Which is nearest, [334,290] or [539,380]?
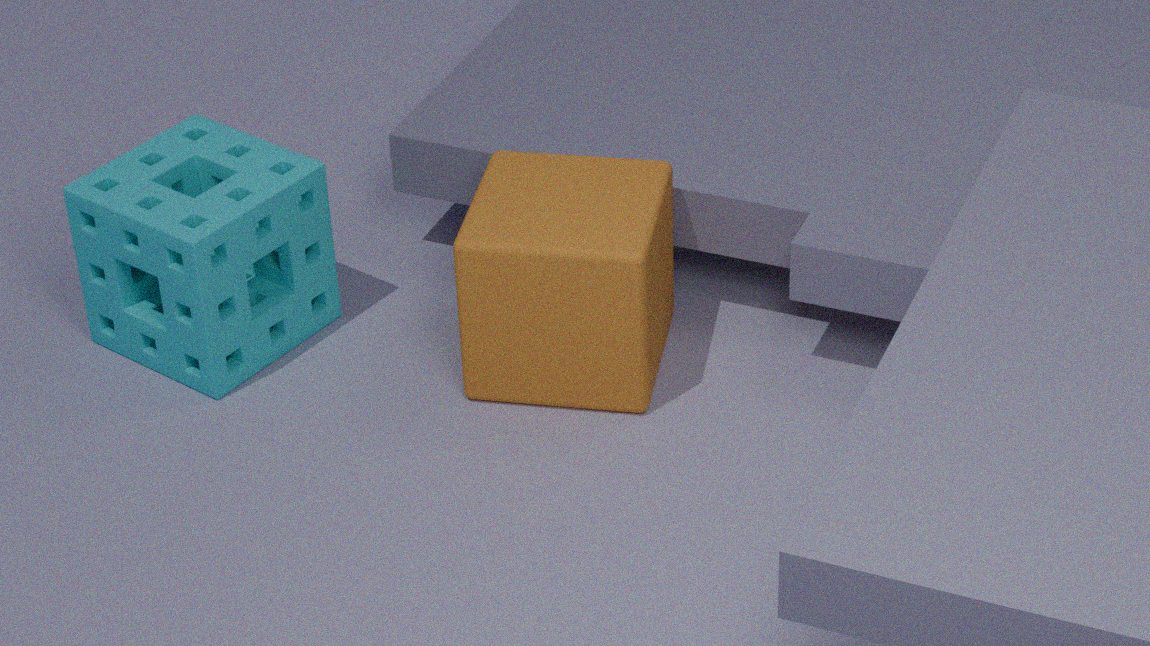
[539,380]
